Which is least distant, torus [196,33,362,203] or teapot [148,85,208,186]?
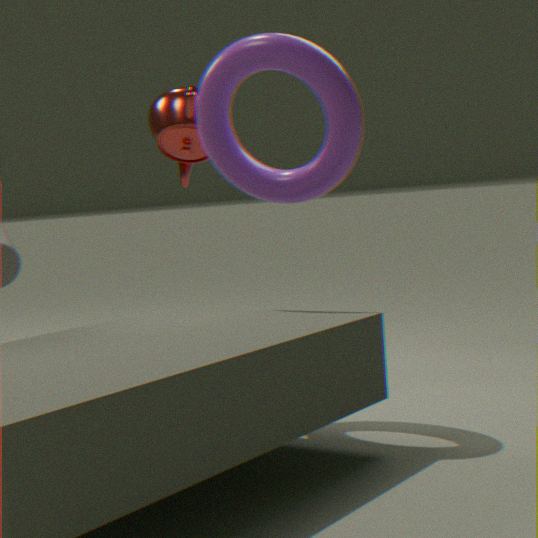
torus [196,33,362,203]
